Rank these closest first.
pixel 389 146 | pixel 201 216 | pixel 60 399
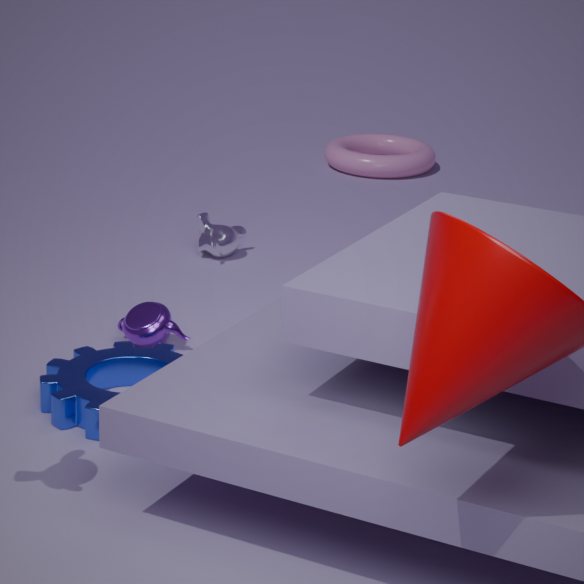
pixel 60 399
pixel 201 216
pixel 389 146
